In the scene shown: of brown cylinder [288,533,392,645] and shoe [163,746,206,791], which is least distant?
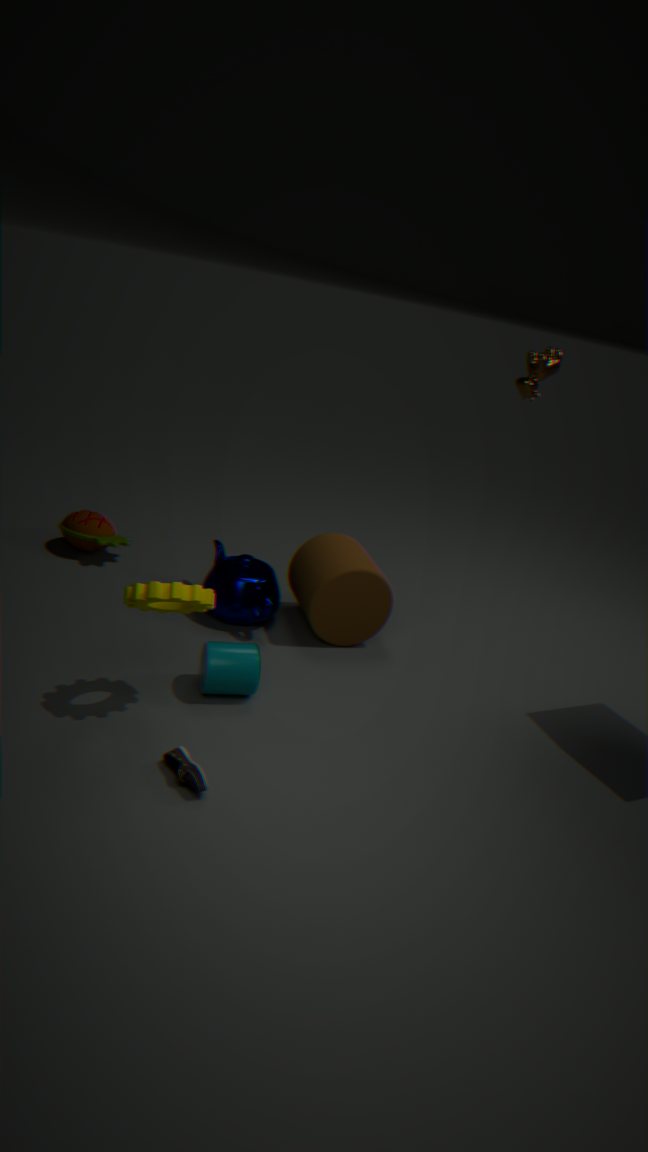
shoe [163,746,206,791]
